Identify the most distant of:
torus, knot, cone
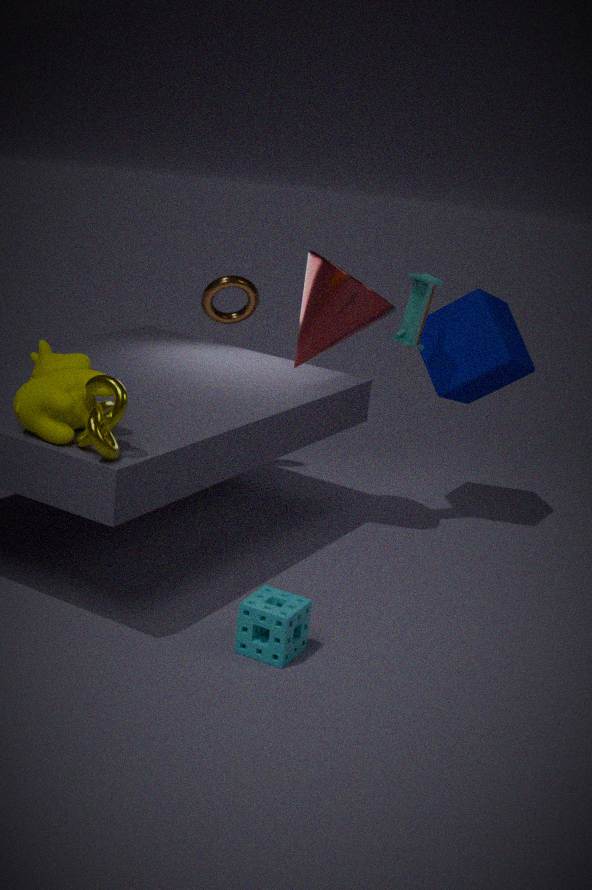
torus
